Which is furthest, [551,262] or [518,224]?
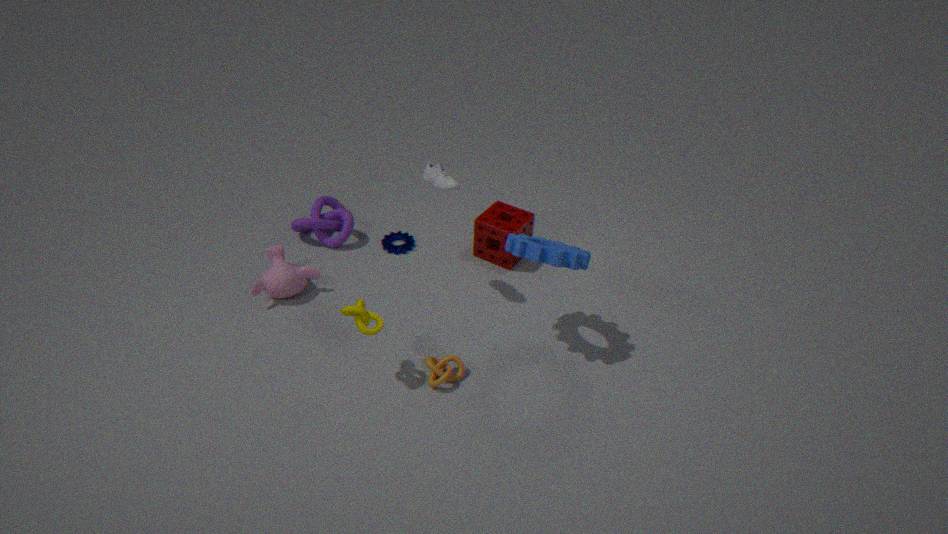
[518,224]
